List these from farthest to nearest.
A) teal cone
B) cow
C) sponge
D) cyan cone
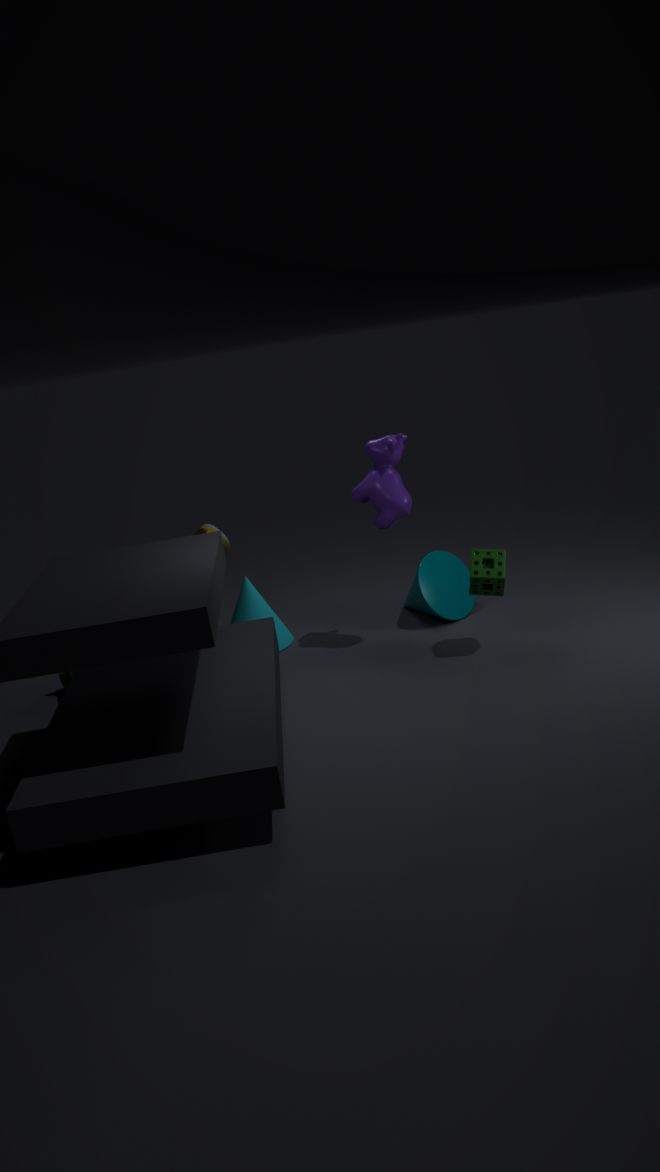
cyan cone
teal cone
cow
sponge
